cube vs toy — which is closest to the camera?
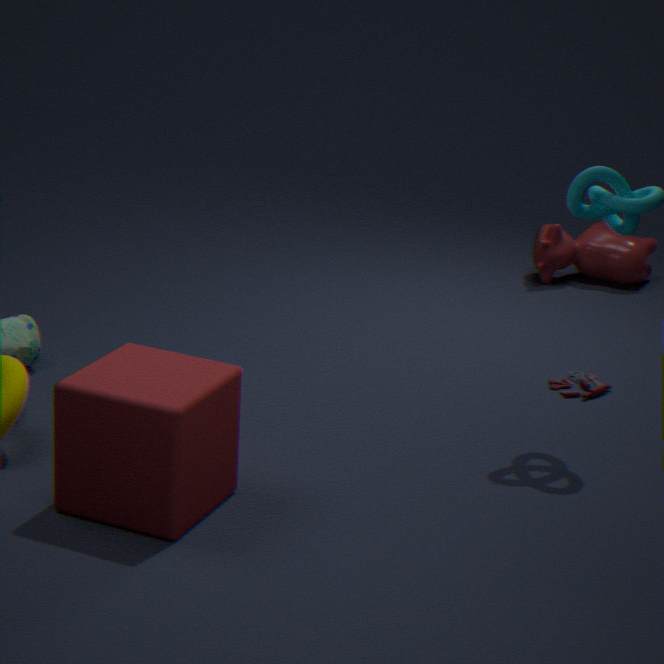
cube
